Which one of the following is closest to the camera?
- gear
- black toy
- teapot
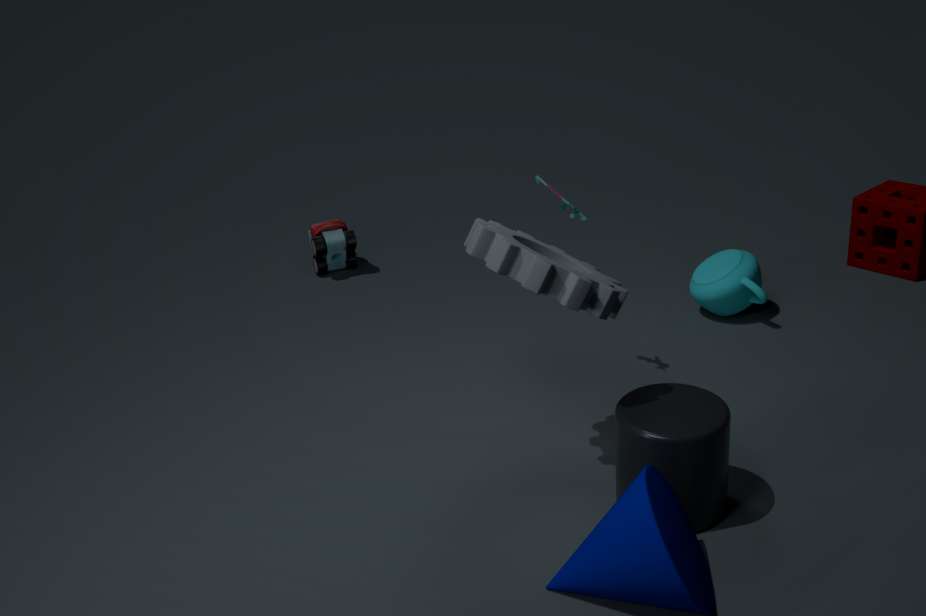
gear
